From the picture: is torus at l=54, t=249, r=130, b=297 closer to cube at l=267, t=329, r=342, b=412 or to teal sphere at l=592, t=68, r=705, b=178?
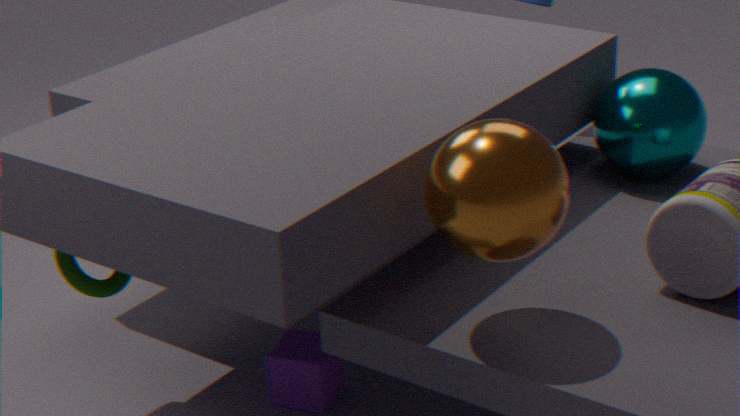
cube at l=267, t=329, r=342, b=412
